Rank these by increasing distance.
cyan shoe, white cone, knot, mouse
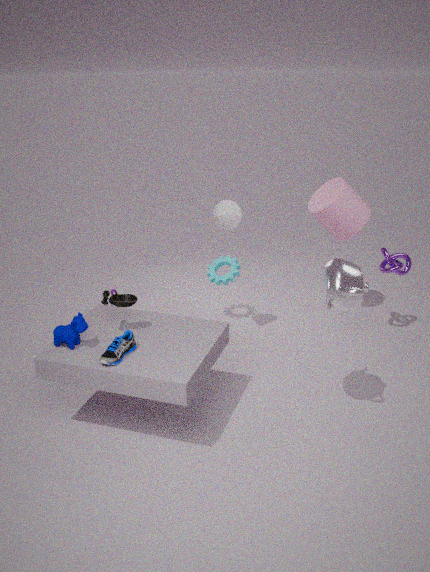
cyan shoe < mouse < white cone < knot
